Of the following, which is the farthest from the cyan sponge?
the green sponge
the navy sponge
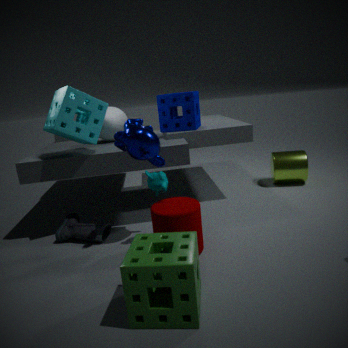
the green sponge
